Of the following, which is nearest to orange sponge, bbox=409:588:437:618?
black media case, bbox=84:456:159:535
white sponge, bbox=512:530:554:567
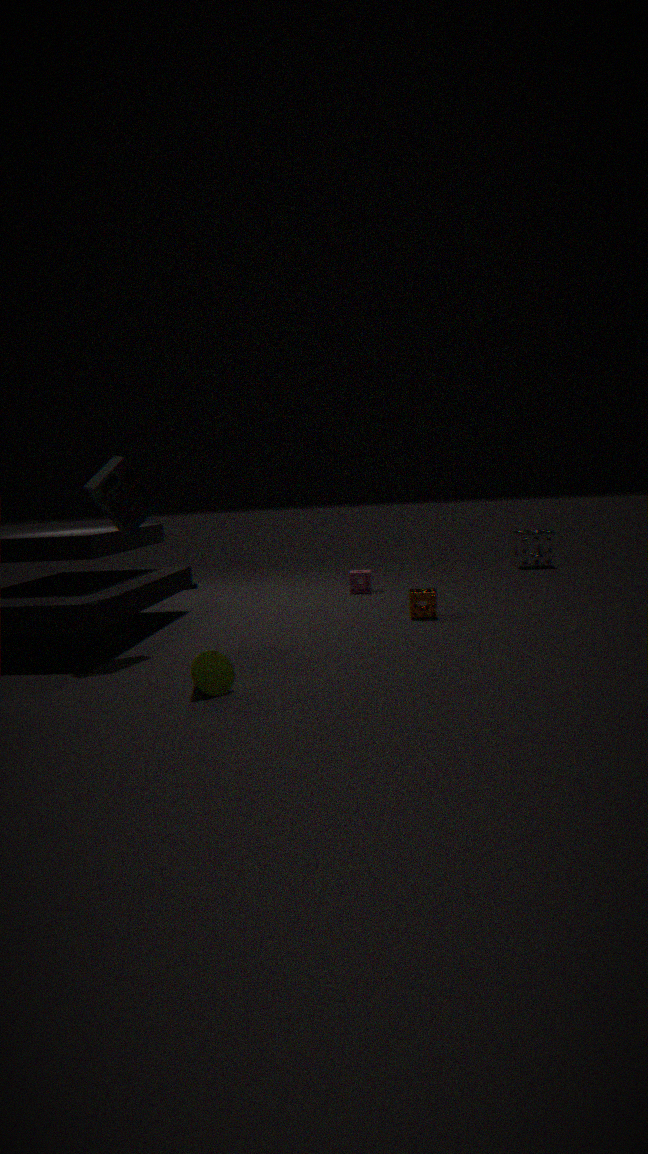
black media case, bbox=84:456:159:535
